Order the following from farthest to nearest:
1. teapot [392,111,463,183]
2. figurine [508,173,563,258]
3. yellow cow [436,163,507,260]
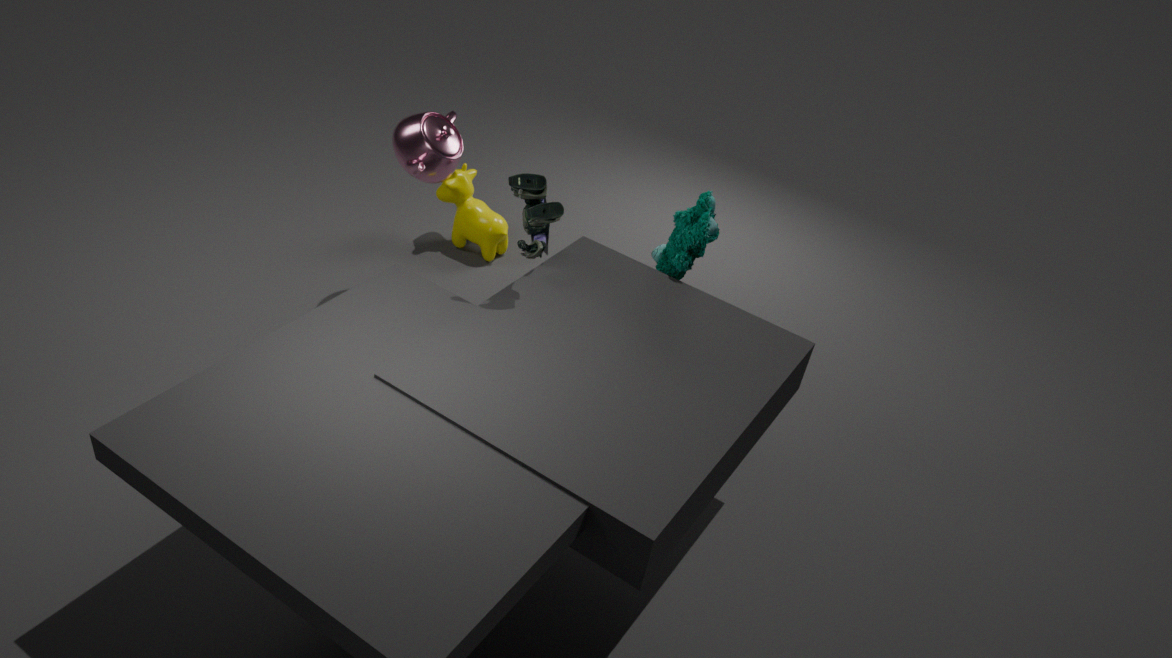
yellow cow [436,163,507,260]
teapot [392,111,463,183]
figurine [508,173,563,258]
